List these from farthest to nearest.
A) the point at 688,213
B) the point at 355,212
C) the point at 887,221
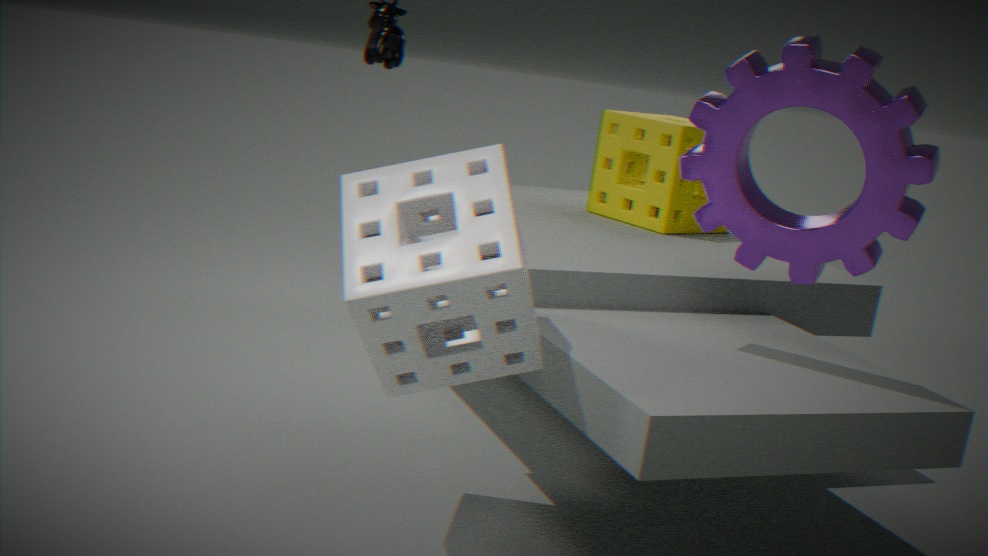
the point at 688,213 < the point at 887,221 < the point at 355,212
